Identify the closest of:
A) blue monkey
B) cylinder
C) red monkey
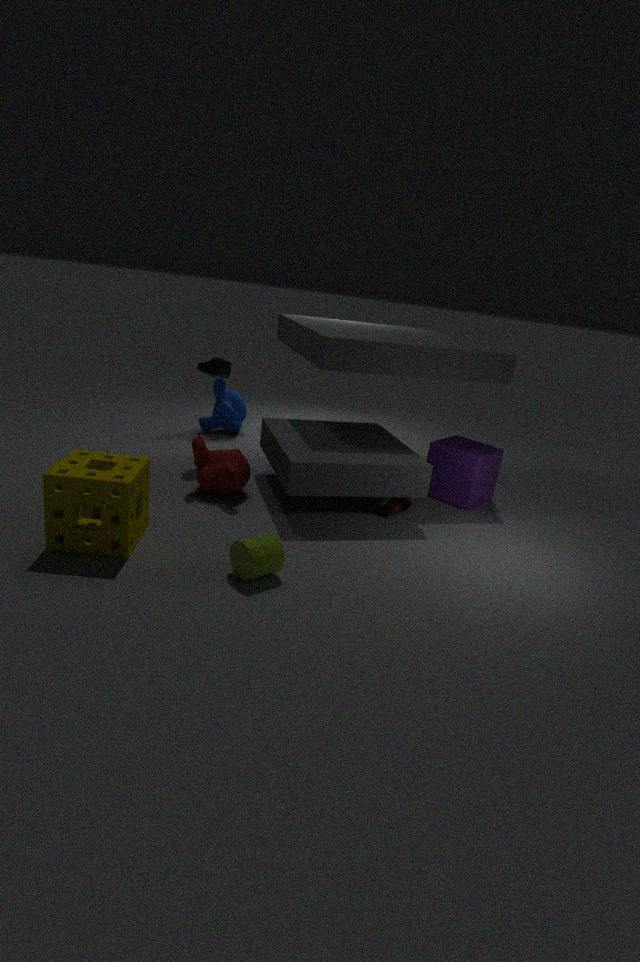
cylinder
